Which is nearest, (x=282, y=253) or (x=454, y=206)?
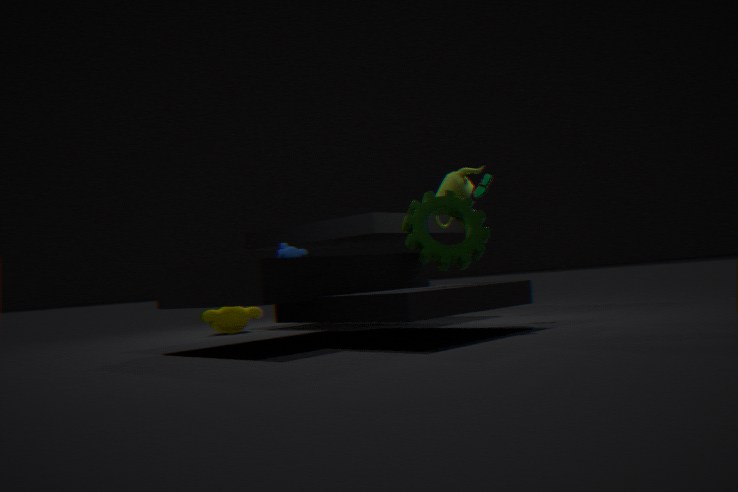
(x=454, y=206)
